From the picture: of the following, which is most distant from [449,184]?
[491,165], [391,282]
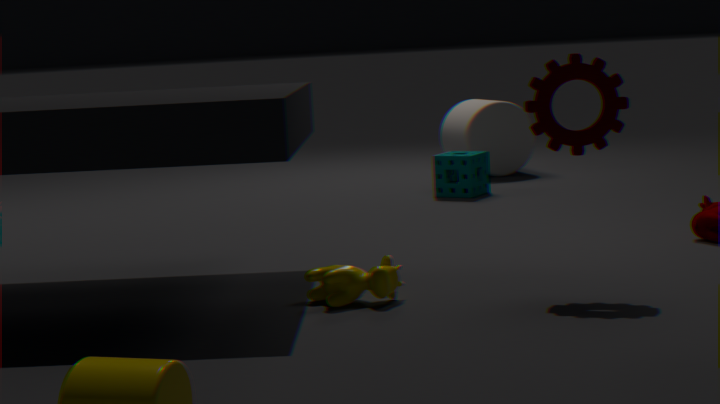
[391,282]
